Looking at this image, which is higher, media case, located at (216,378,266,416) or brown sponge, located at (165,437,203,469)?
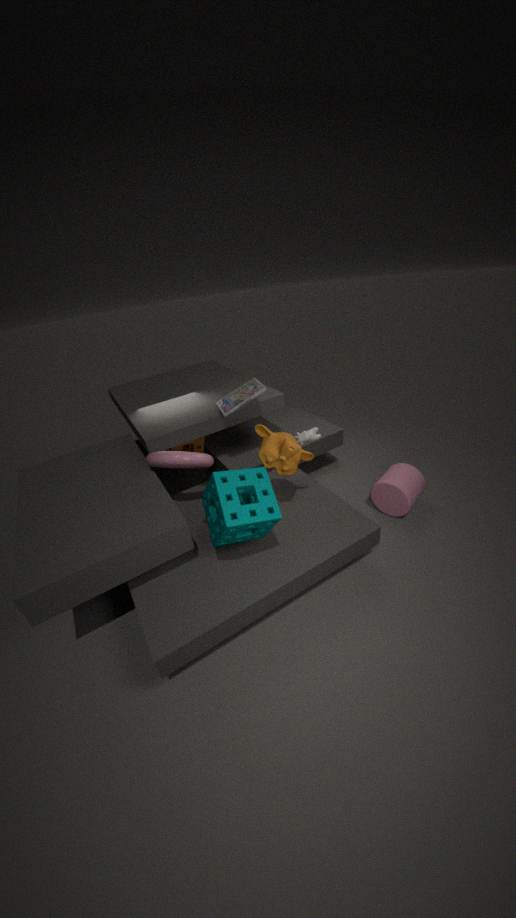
media case, located at (216,378,266,416)
